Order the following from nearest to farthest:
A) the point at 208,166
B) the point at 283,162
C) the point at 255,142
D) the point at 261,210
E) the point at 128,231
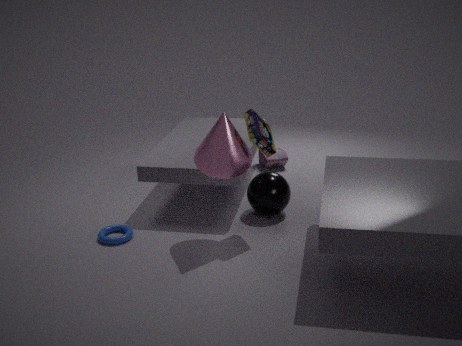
the point at 208,166 → the point at 255,142 → the point at 128,231 → the point at 261,210 → the point at 283,162
